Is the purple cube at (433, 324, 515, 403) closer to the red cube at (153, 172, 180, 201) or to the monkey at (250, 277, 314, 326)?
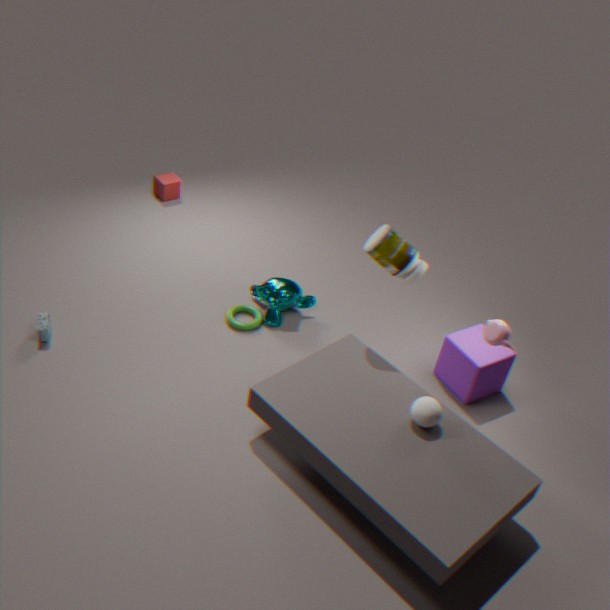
the monkey at (250, 277, 314, 326)
